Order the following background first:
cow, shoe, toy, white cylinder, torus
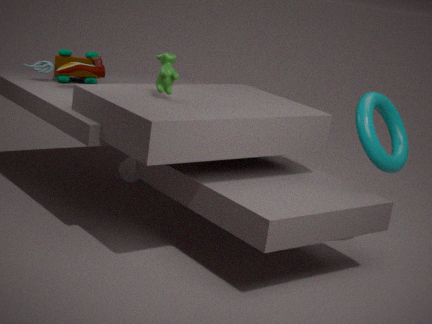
white cylinder < toy < shoe < torus < cow
